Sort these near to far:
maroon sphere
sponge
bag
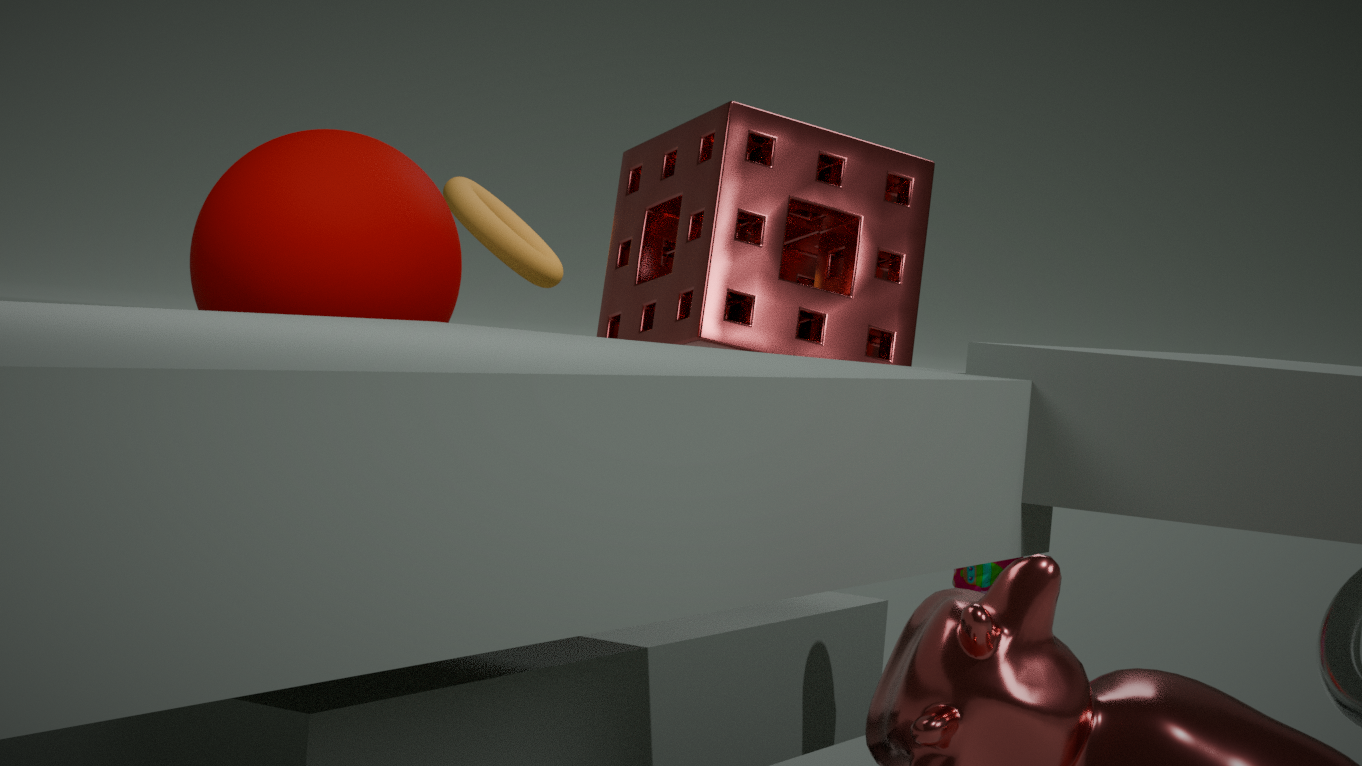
maroon sphere, bag, sponge
